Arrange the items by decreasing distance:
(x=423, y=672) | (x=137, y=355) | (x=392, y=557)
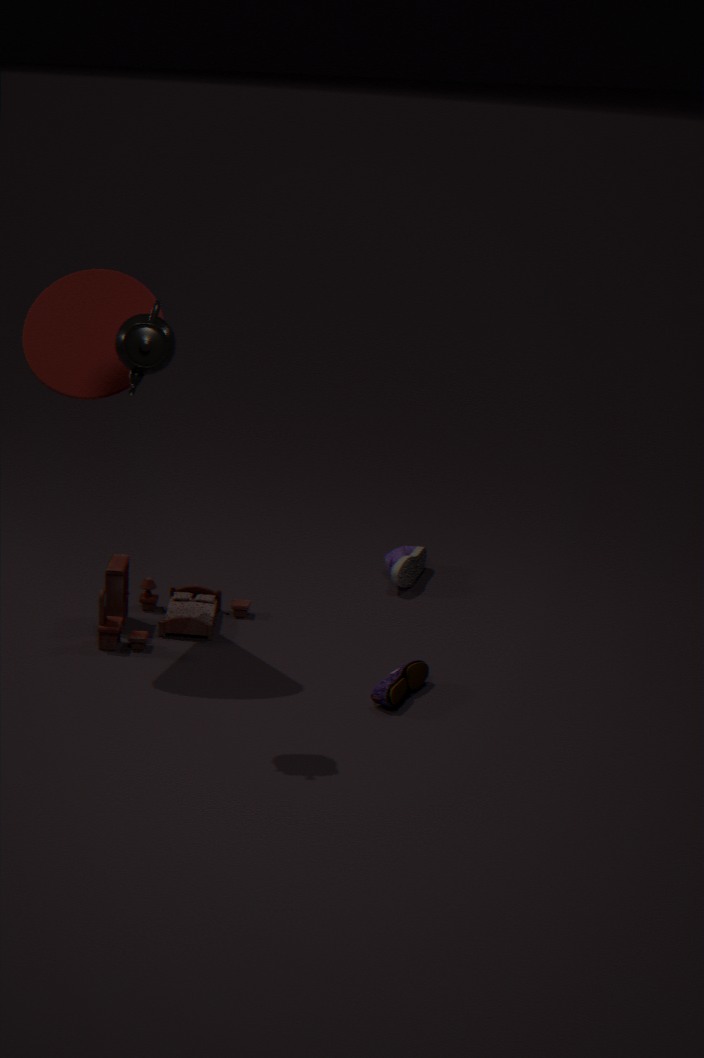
(x=392, y=557) → (x=423, y=672) → (x=137, y=355)
